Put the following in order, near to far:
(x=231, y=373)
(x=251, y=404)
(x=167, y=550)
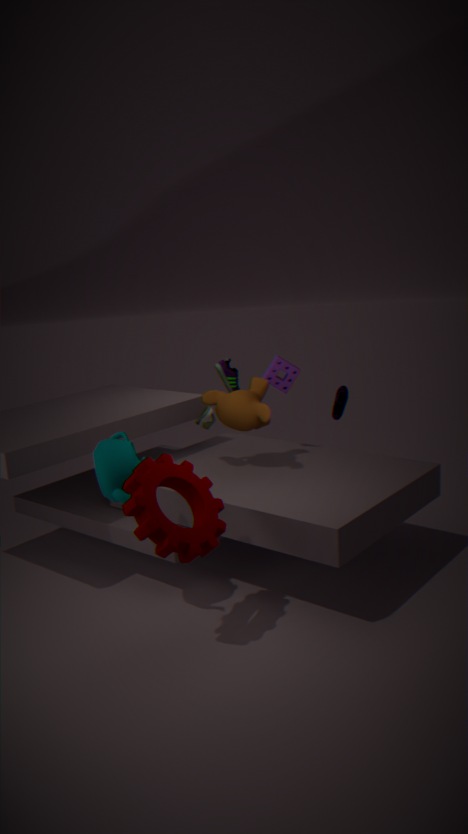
(x=167, y=550) → (x=251, y=404) → (x=231, y=373)
